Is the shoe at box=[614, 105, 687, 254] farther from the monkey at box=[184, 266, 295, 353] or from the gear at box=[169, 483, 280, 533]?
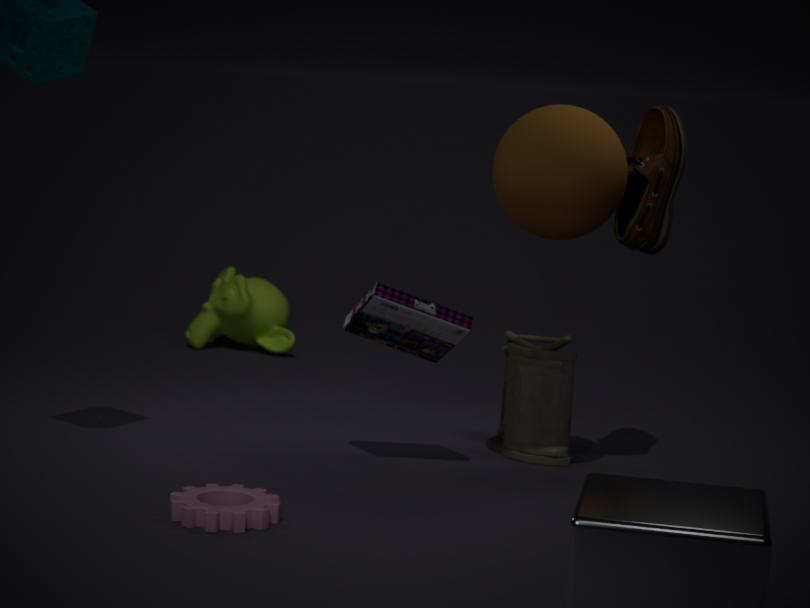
the monkey at box=[184, 266, 295, 353]
